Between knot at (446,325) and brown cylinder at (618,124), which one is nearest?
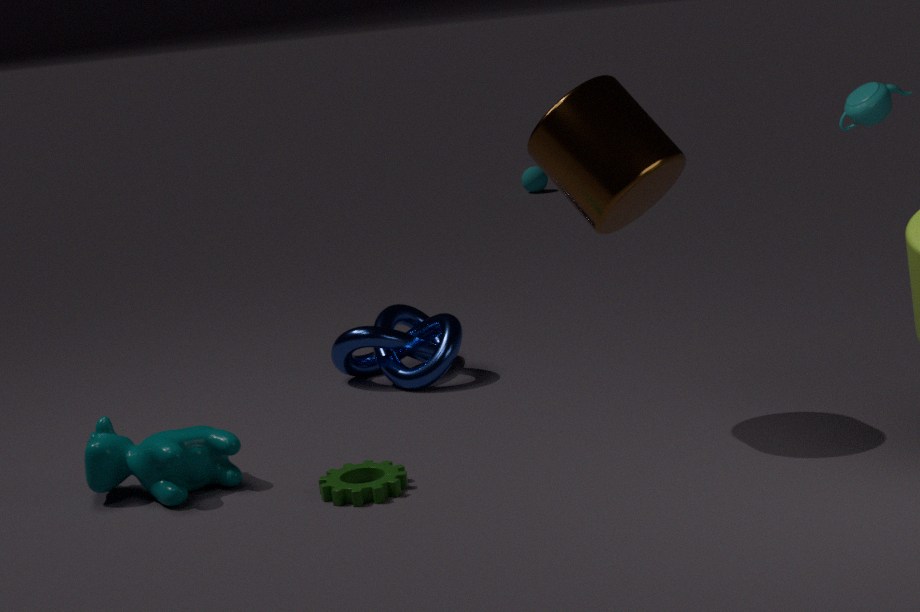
brown cylinder at (618,124)
